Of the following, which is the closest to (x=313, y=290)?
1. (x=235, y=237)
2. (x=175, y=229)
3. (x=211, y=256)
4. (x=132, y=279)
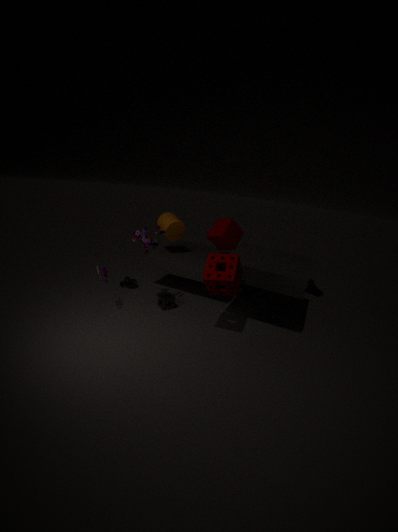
(x=235, y=237)
